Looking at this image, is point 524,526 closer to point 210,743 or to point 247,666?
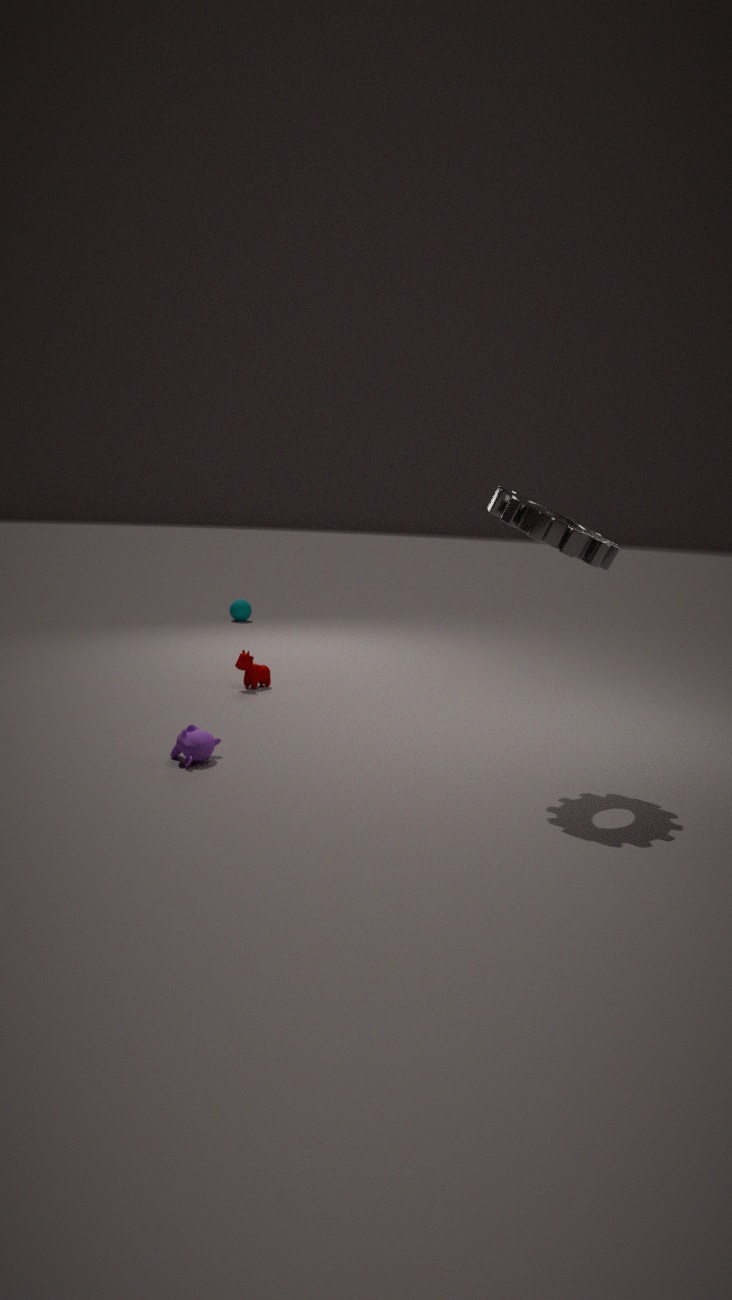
point 210,743
